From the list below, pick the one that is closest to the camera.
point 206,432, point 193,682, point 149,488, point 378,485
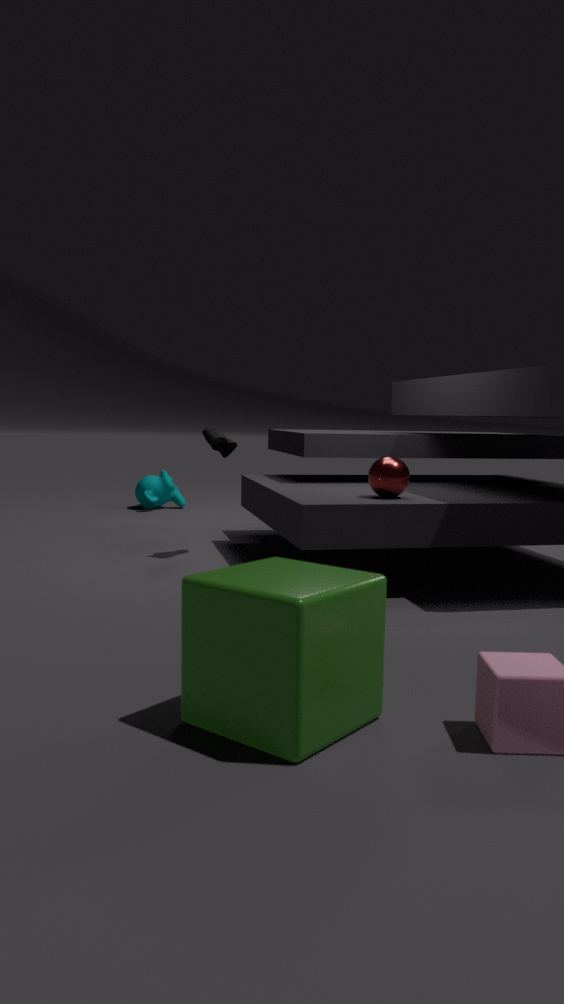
point 193,682
